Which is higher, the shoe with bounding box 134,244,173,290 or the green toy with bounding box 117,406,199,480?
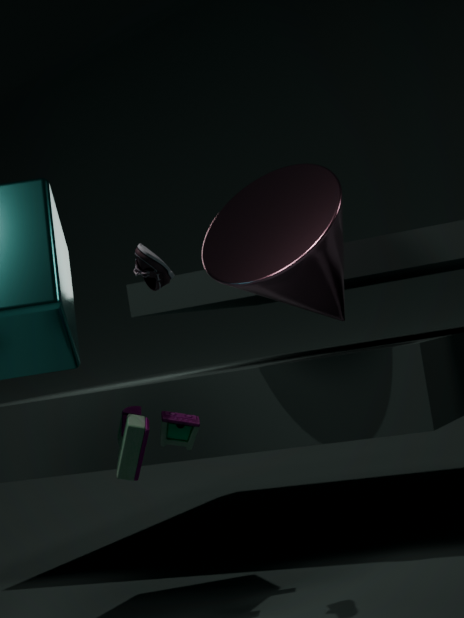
the shoe with bounding box 134,244,173,290
